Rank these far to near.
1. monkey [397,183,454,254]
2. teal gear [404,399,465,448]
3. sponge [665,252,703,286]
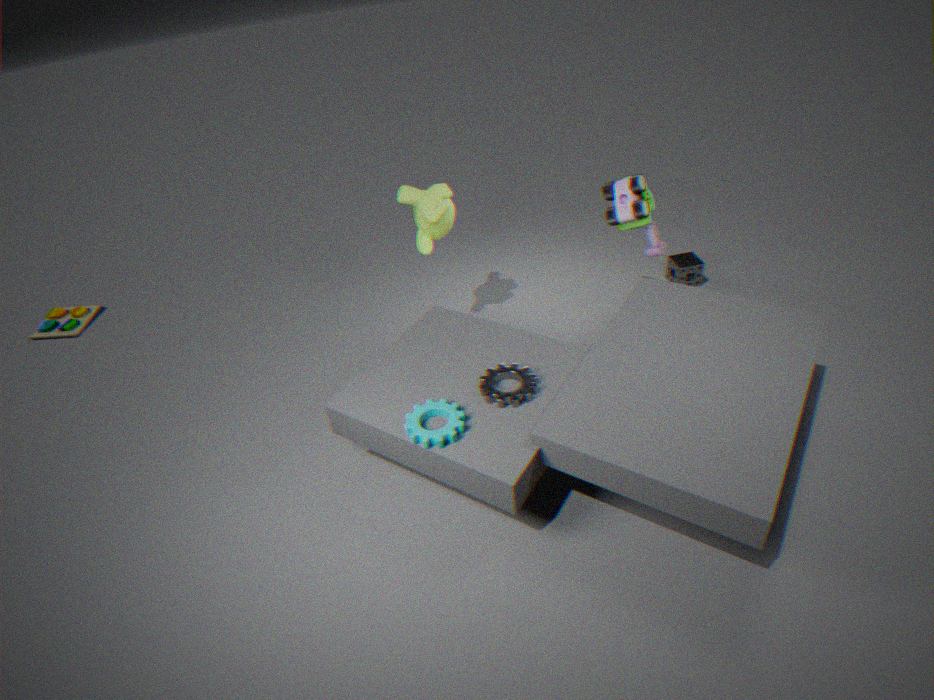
sponge [665,252,703,286] → monkey [397,183,454,254] → teal gear [404,399,465,448]
